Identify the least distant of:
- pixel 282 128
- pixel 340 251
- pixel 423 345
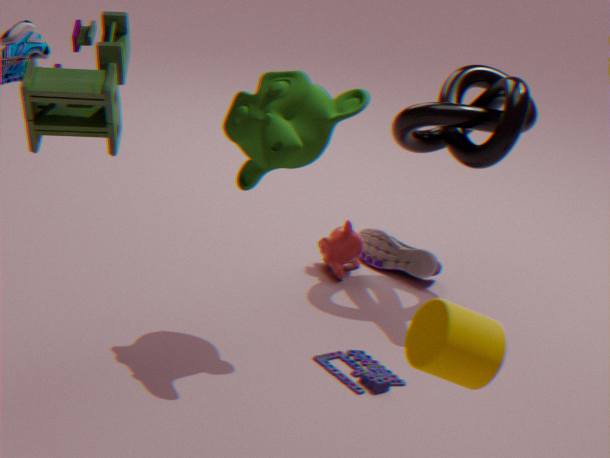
pixel 423 345
